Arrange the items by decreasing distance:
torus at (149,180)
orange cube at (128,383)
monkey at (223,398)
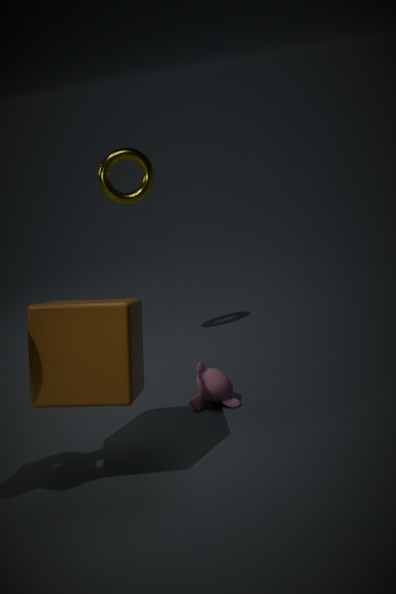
torus at (149,180) < monkey at (223,398) < orange cube at (128,383)
